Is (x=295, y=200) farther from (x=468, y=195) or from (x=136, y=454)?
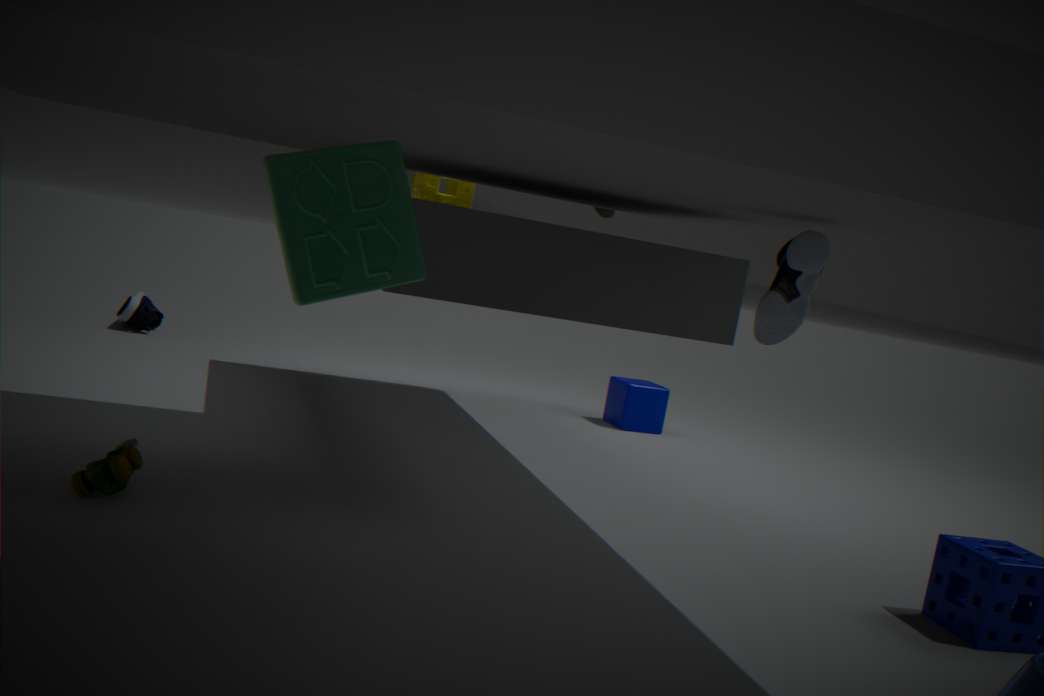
(x=468, y=195)
